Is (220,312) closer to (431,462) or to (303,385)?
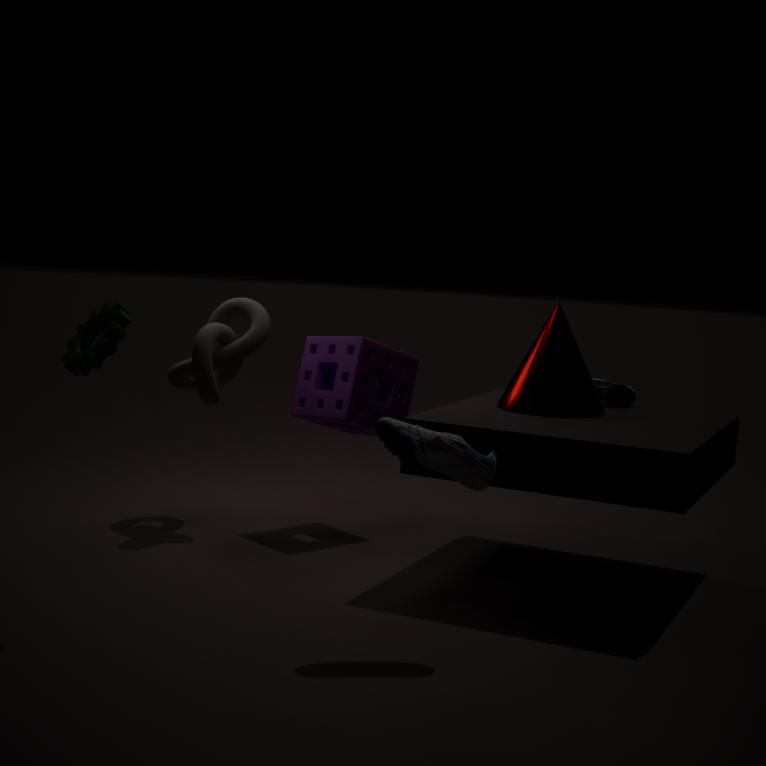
(303,385)
